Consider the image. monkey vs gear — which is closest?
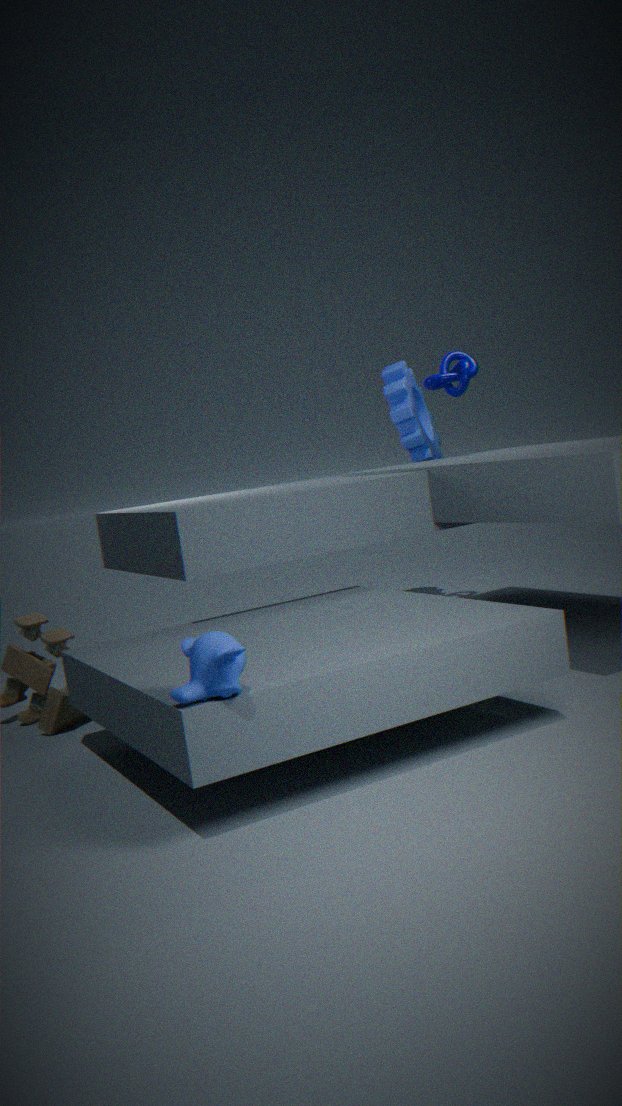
monkey
